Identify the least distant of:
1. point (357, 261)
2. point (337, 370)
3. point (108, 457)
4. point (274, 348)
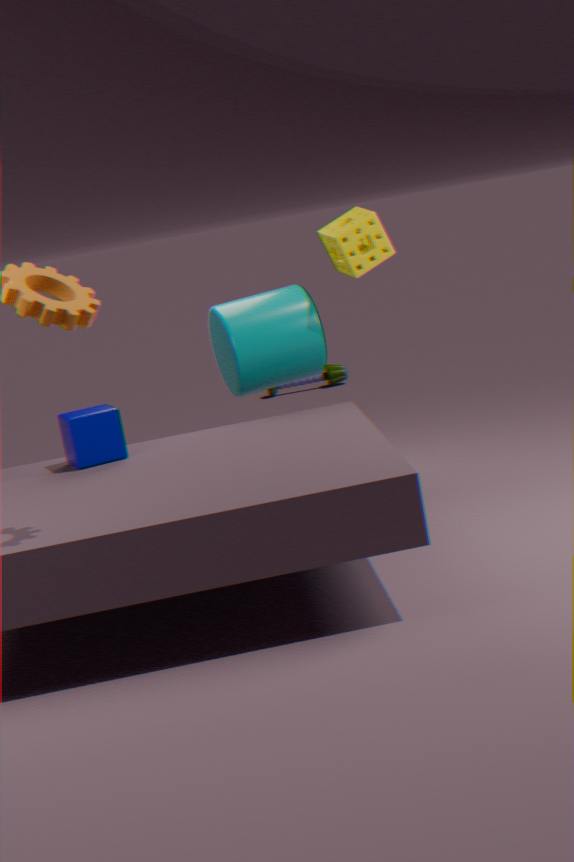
point (108, 457)
